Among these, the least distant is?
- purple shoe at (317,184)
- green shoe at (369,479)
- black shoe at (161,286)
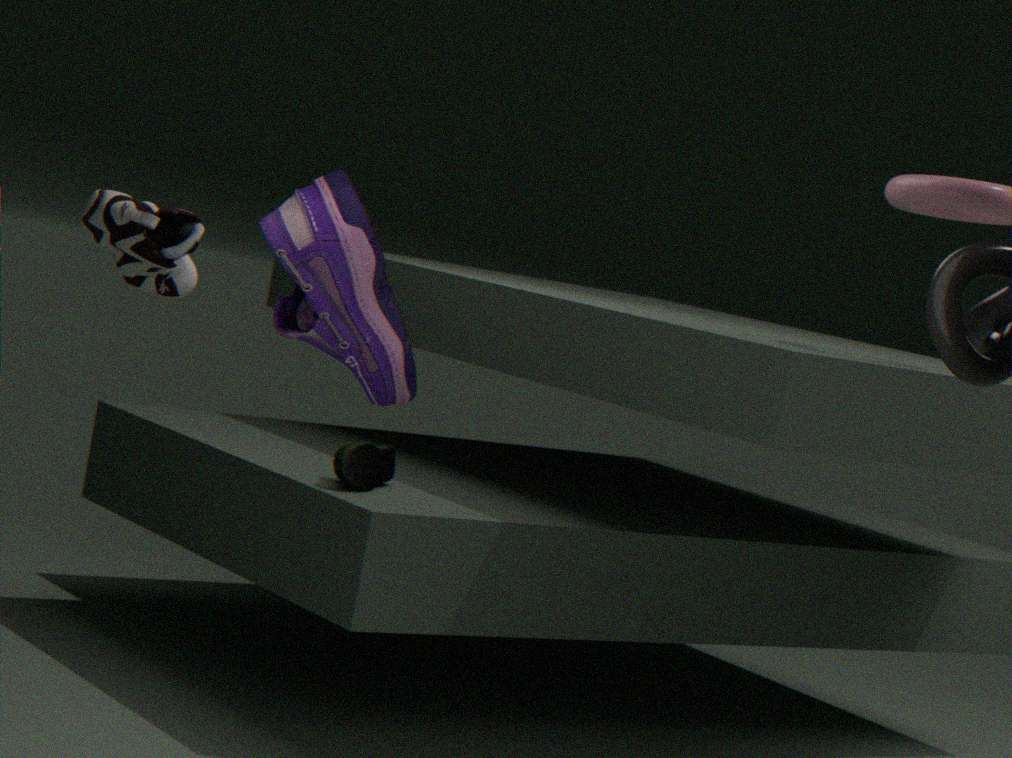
purple shoe at (317,184)
